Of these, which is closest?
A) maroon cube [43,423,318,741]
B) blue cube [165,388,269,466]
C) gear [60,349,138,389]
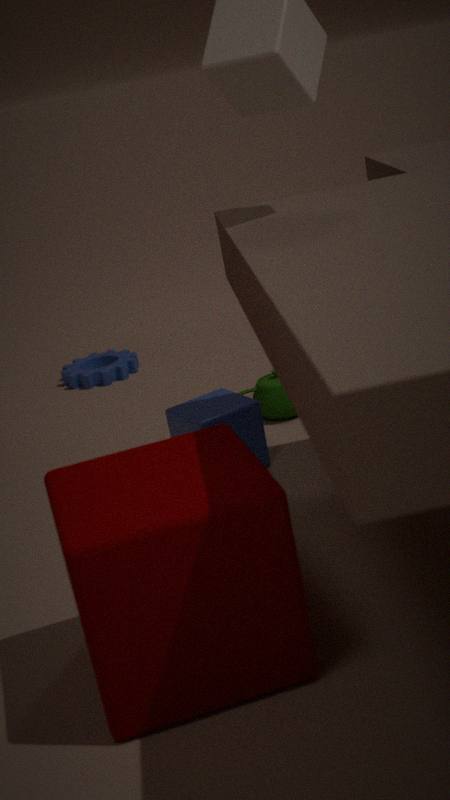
maroon cube [43,423,318,741]
